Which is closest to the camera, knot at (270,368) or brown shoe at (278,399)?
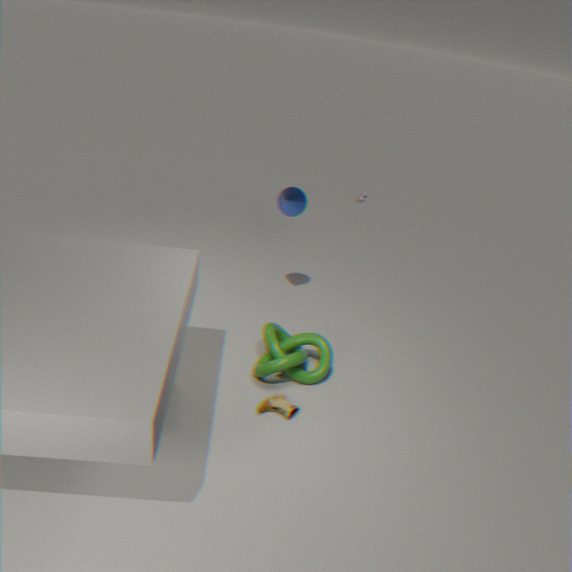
brown shoe at (278,399)
